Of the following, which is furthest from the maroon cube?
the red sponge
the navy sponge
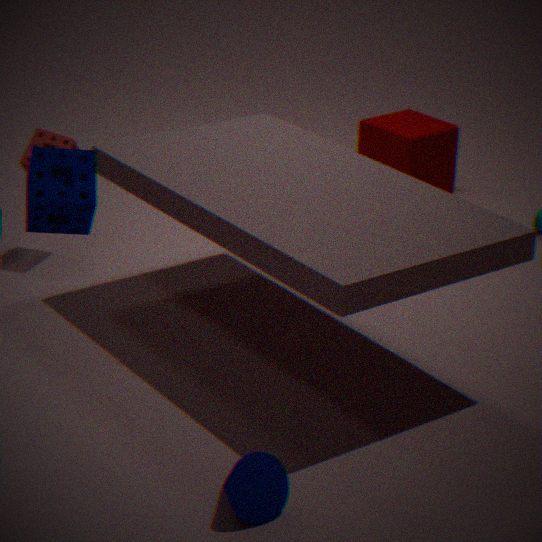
the navy sponge
